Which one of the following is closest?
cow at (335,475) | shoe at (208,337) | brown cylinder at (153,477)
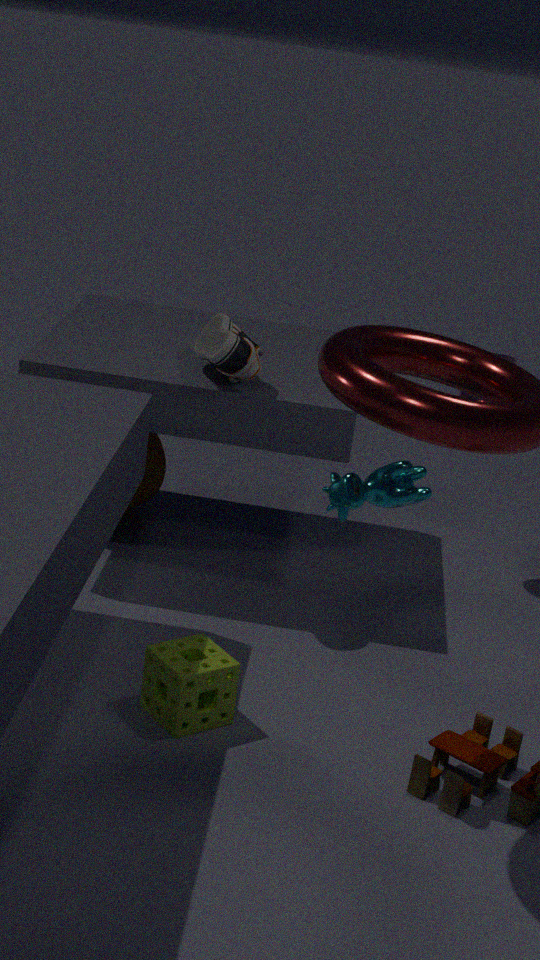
cow at (335,475)
